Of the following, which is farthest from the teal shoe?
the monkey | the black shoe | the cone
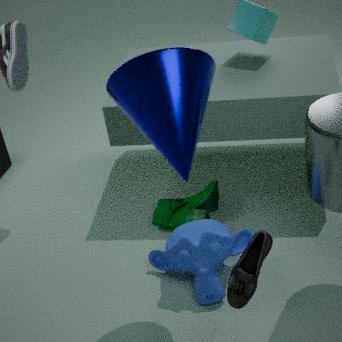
the black shoe
